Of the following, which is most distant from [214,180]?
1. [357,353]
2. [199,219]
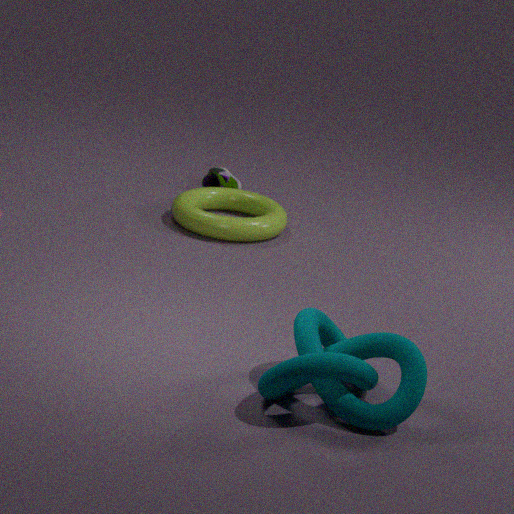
[357,353]
